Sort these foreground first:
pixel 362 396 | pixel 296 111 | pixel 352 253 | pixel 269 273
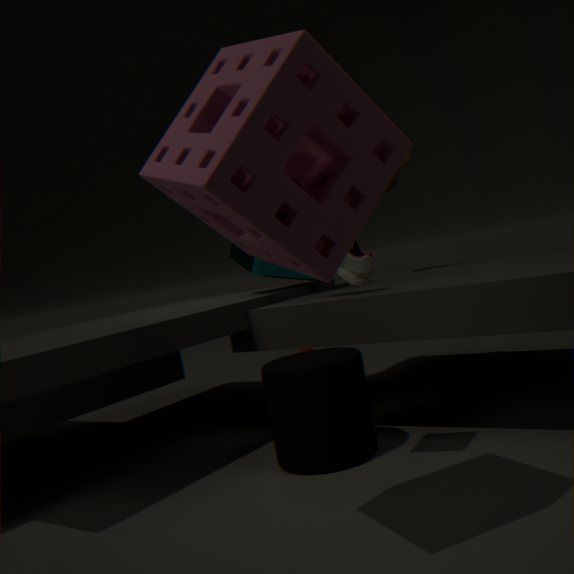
pixel 296 111 < pixel 362 396 < pixel 352 253 < pixel 269 273
